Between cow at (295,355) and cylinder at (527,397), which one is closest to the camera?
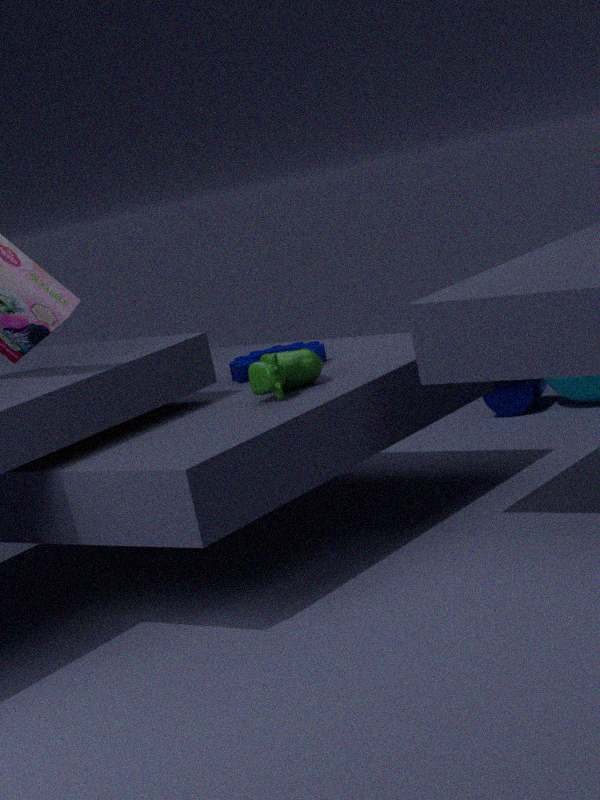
cow at (295,355)
